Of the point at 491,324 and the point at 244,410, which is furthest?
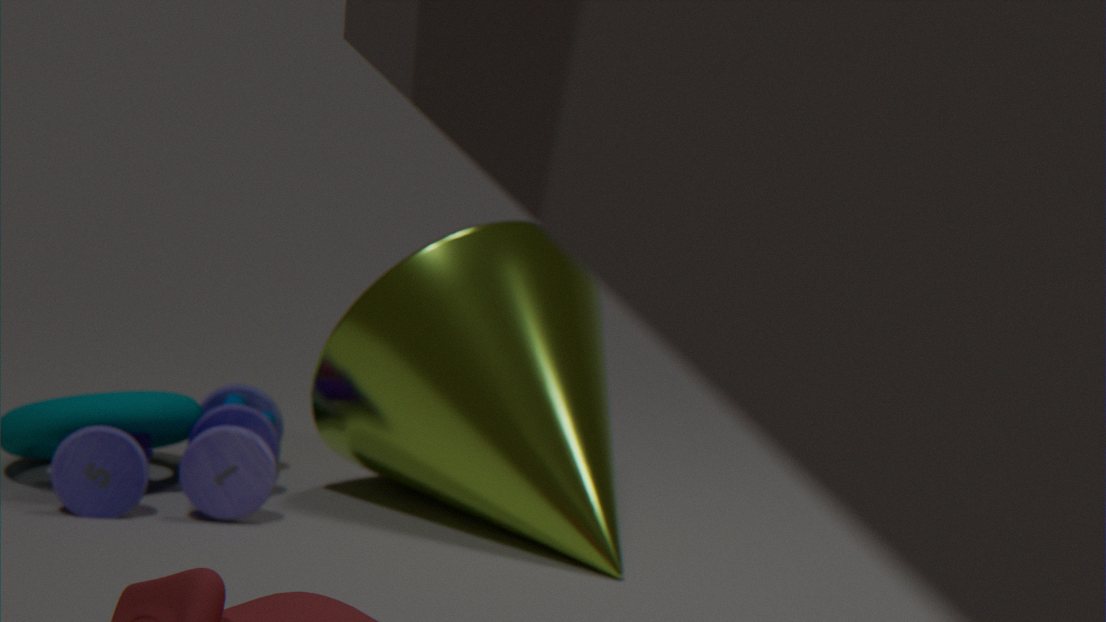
the point at 244,410
